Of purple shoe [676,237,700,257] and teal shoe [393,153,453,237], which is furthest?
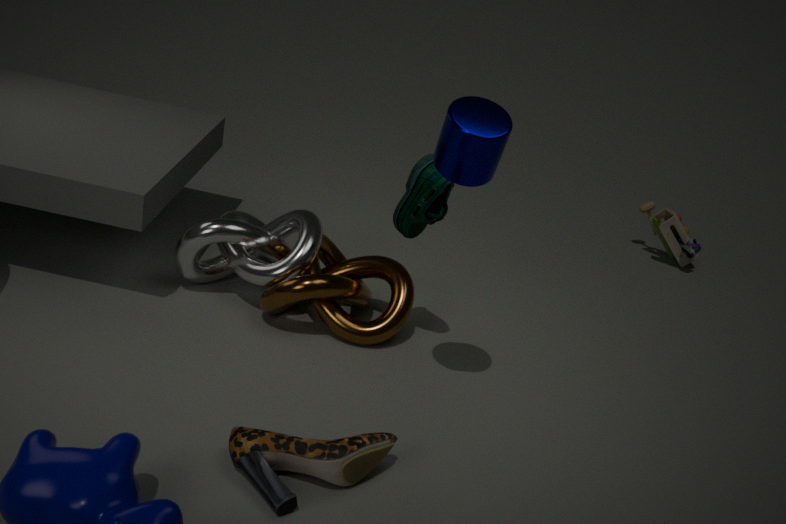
purple shoe [676,237,700,257]
